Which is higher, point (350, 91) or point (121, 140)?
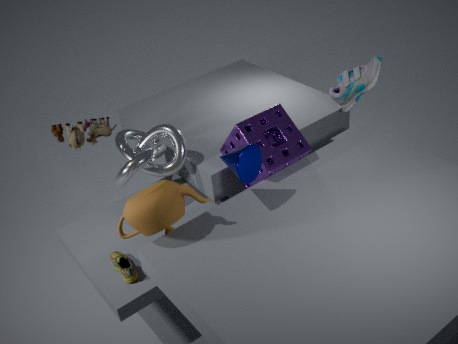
point (350, 91)
